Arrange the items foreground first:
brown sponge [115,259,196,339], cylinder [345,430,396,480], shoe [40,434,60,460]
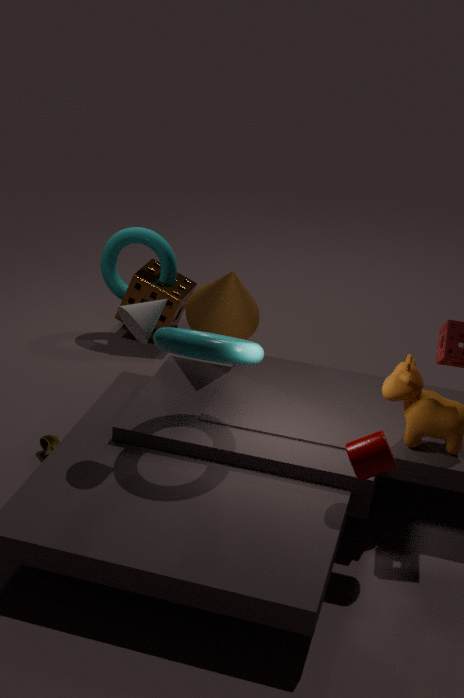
cylinder [345,430,396,480]
shoe [40,434,60,460]
brown sponge [115,259,196,339]
